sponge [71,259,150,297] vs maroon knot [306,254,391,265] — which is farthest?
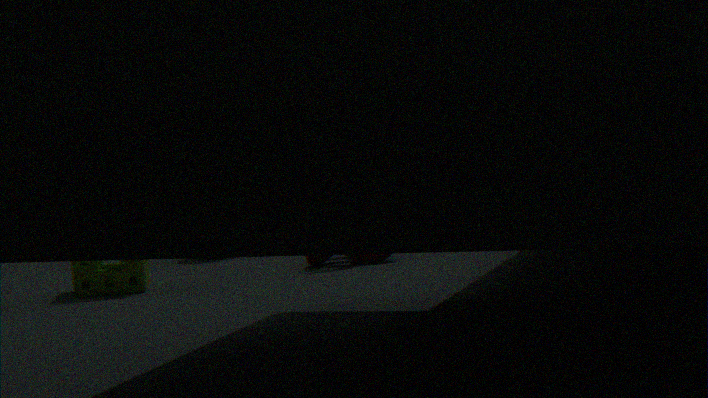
maroon knot [306,254,391,265]
